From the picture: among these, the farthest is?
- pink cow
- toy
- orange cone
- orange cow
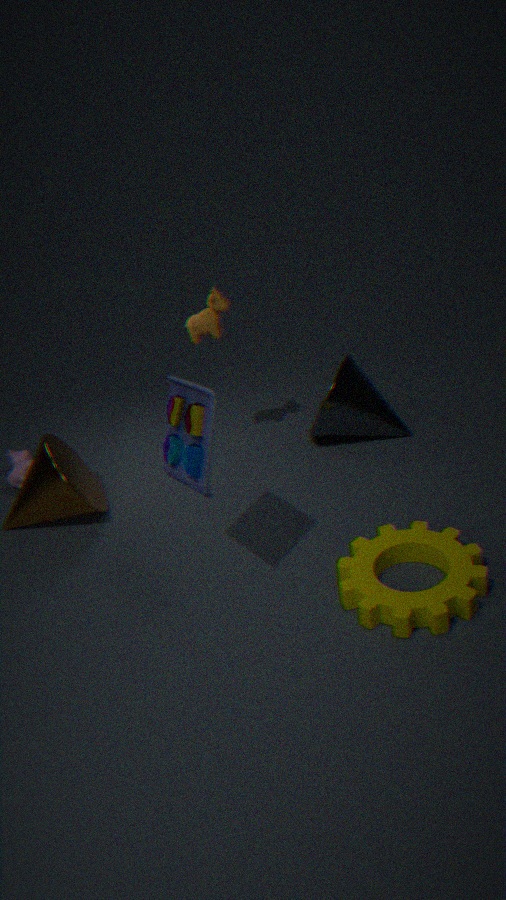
pink cow
